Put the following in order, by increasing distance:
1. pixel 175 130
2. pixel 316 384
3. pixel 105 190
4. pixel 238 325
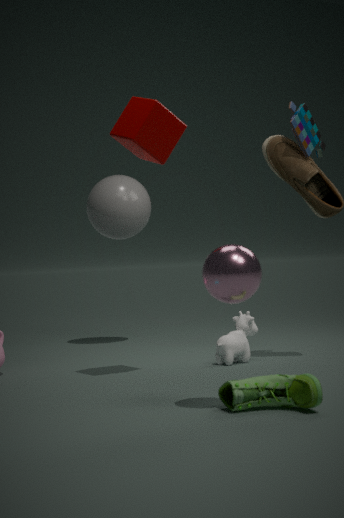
pixel 316 384
pixel 175 130
pixel 238 325
pixel 105 190
